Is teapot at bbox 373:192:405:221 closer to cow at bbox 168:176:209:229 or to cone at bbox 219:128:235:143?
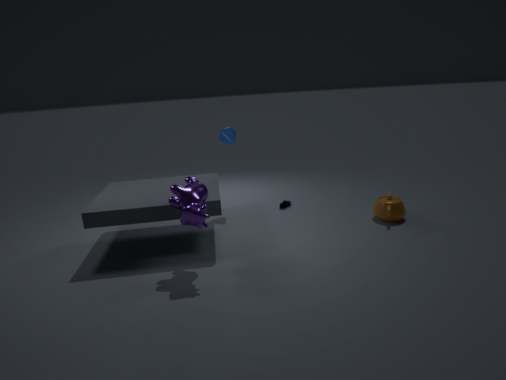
cone at bbox 219:128:235:143
